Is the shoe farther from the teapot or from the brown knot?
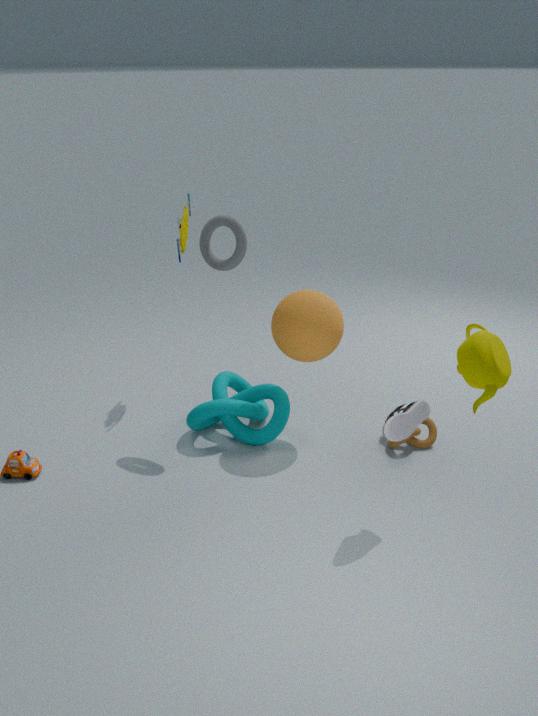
the teapot
